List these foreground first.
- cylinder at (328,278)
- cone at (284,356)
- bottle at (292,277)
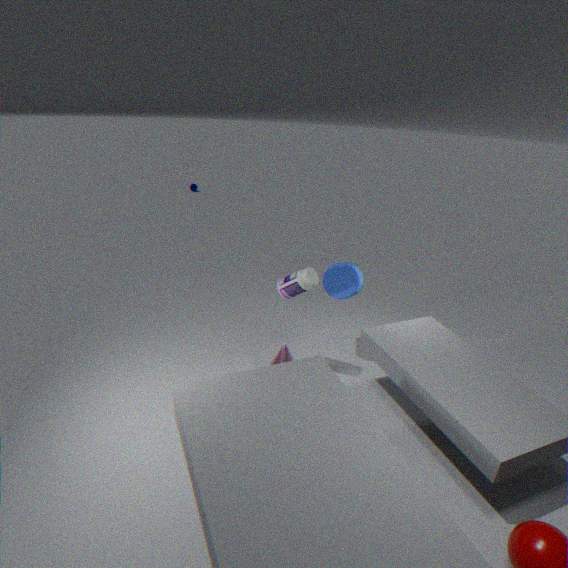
bottle at (292,277) → cone at (284,356) → cylinder at (328,278)
